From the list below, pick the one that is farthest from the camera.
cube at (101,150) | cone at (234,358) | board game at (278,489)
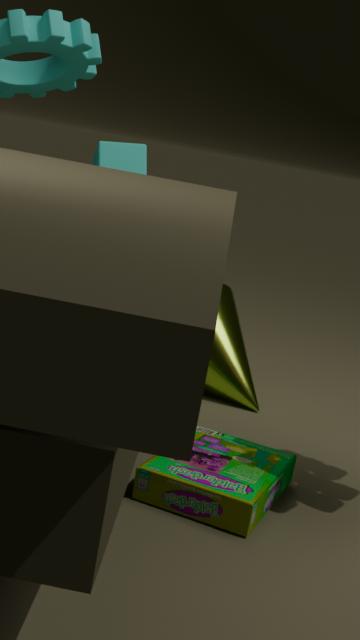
cube at (101,150)
